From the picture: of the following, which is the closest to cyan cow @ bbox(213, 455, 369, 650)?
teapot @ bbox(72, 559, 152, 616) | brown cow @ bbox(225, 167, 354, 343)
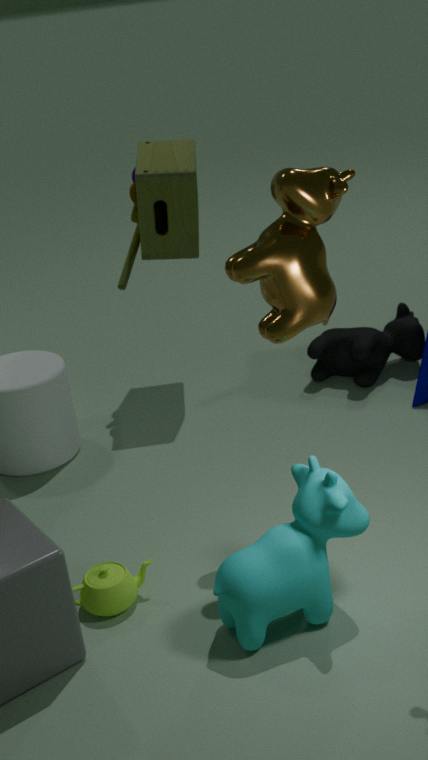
teapot @ bbox(72, 559, 152, 616)
